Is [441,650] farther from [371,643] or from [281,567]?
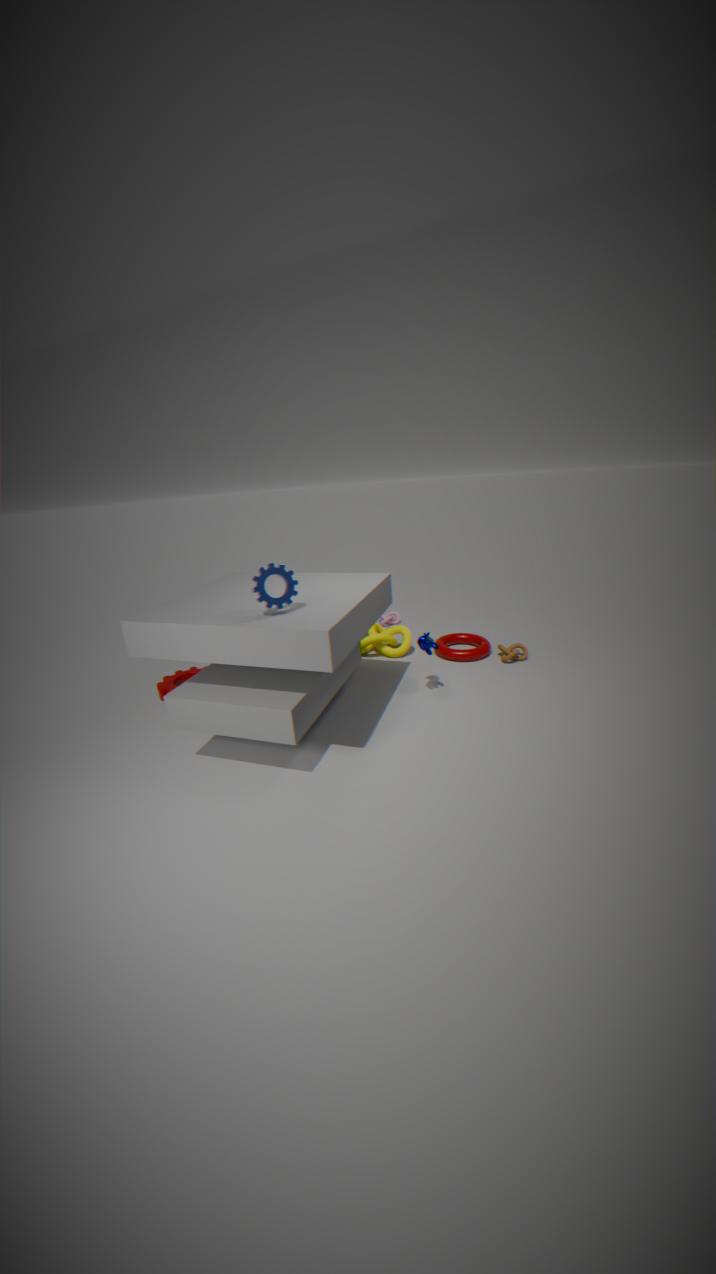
[281,567]
